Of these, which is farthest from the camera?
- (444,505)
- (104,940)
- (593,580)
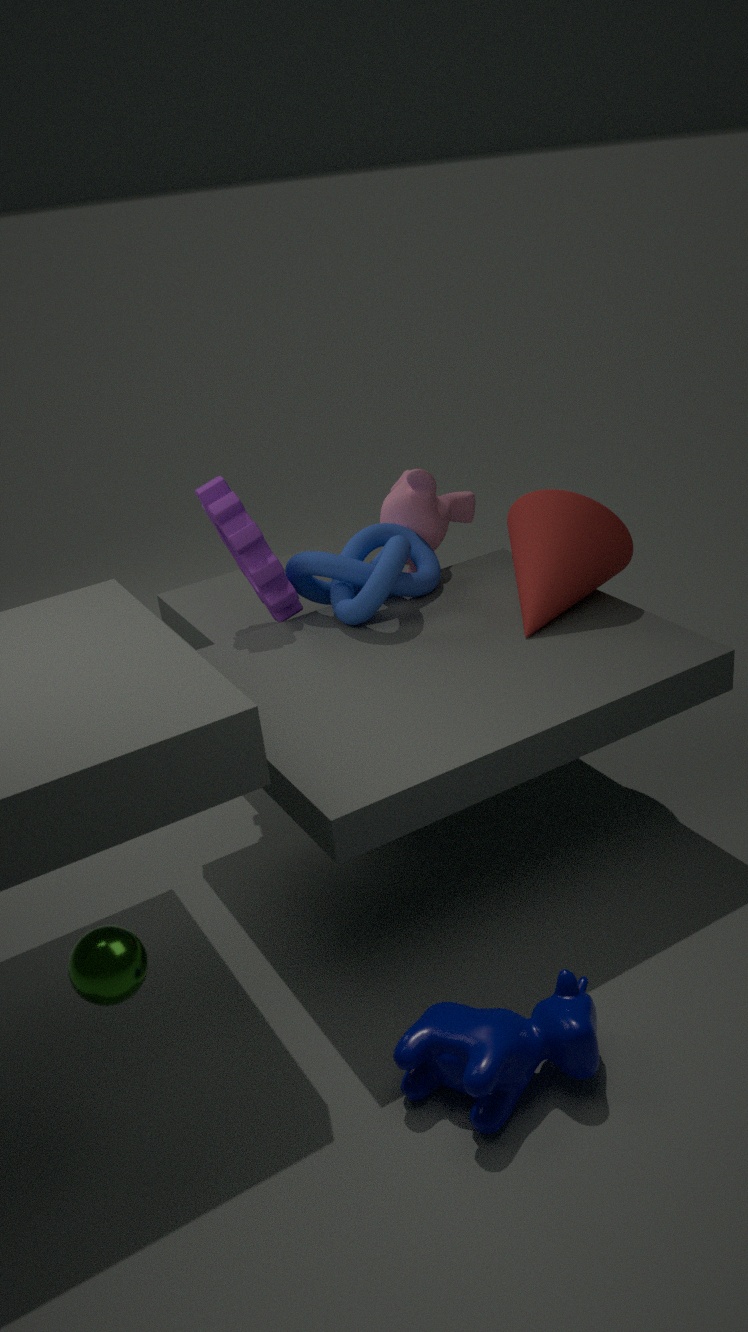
(444,505)
